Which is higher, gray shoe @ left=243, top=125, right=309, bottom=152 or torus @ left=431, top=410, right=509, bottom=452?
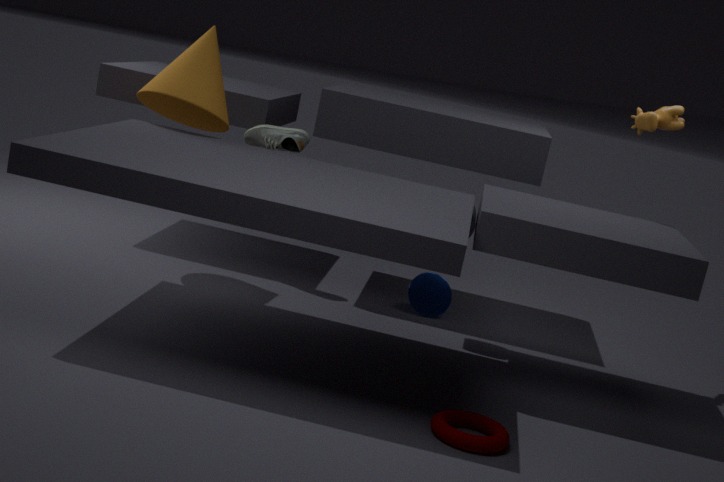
gray shoe @ left=243, top=125, right=309, bottom=152
